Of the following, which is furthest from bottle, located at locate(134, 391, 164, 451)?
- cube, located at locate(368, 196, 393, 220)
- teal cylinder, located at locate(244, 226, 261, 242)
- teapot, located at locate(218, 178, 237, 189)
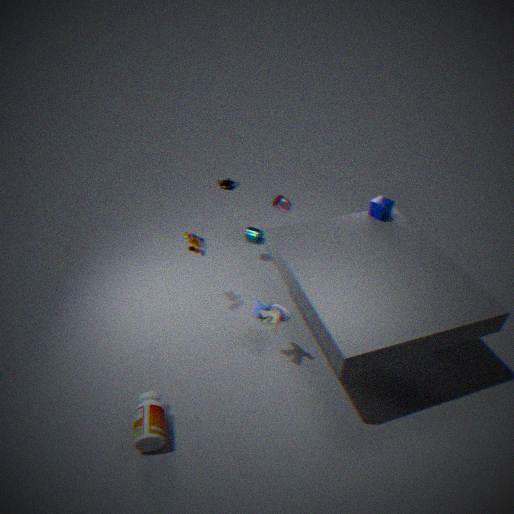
cube, located at locate(368, 196, 393, 220)
